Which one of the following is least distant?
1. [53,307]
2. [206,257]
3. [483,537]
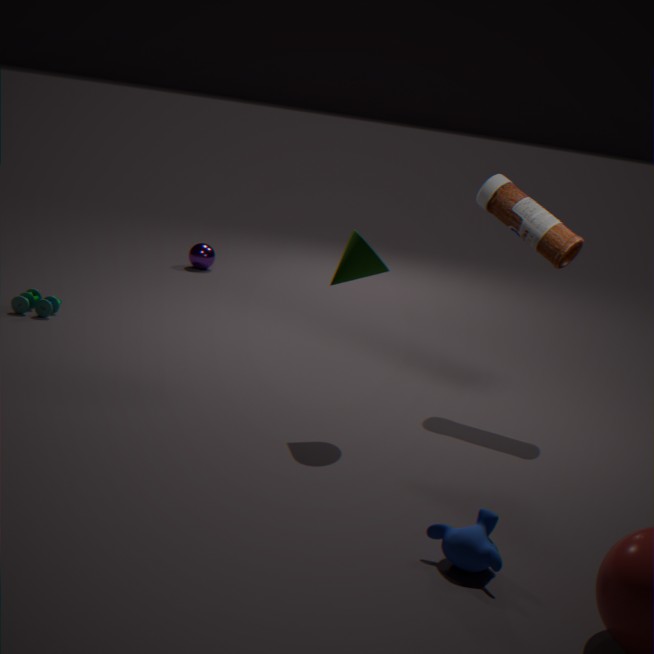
[483,537]
